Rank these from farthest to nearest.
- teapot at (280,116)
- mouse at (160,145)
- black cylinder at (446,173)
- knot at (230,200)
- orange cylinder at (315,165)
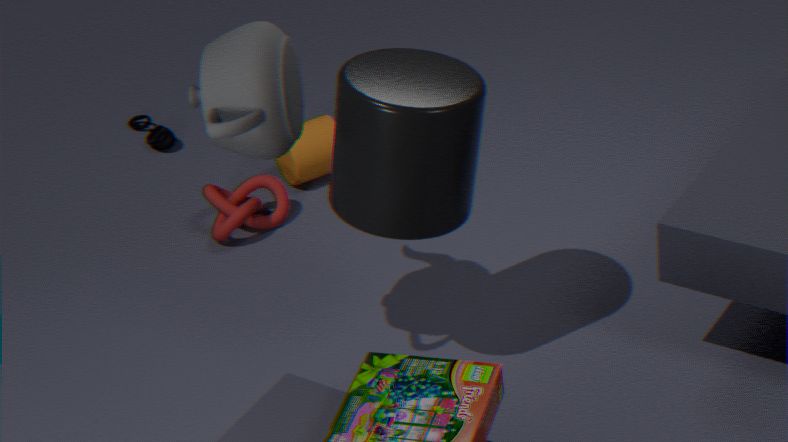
mouse at (160,145), orange cylinder at (315,165), knot at (230,200), black cylinder at (446,173), teapot at (280,116)
